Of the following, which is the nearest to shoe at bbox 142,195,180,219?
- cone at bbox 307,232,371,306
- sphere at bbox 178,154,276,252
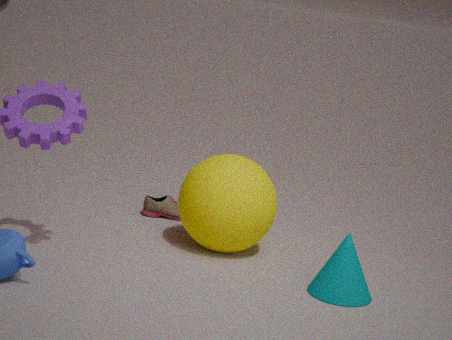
sphere at bbox 178,154,276,252
